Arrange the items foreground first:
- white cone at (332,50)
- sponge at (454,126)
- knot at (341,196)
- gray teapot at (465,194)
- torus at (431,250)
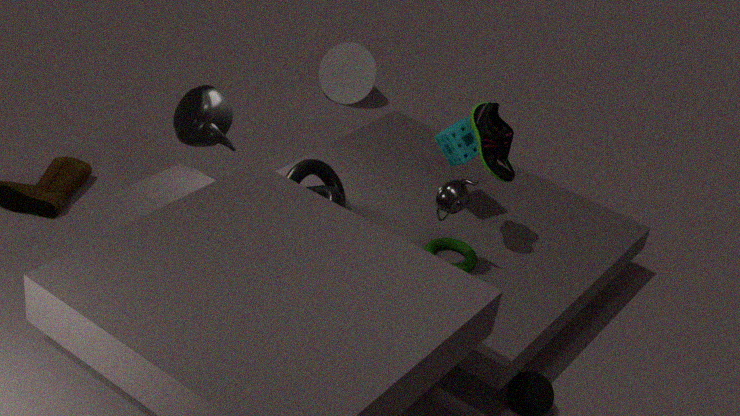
1. gray teapot at (465,194)
2. torus at (431,250)
3. knot at (341,196)
4. sponge at (454,126)
5. white cone at (332,50)
